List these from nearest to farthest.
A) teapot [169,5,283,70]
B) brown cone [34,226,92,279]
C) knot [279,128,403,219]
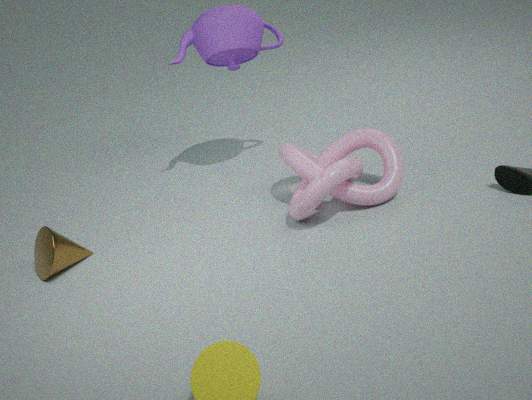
knot [279,128,403,219] → brown cone [34,226,92,279] → teapot [169,5,283,70]
